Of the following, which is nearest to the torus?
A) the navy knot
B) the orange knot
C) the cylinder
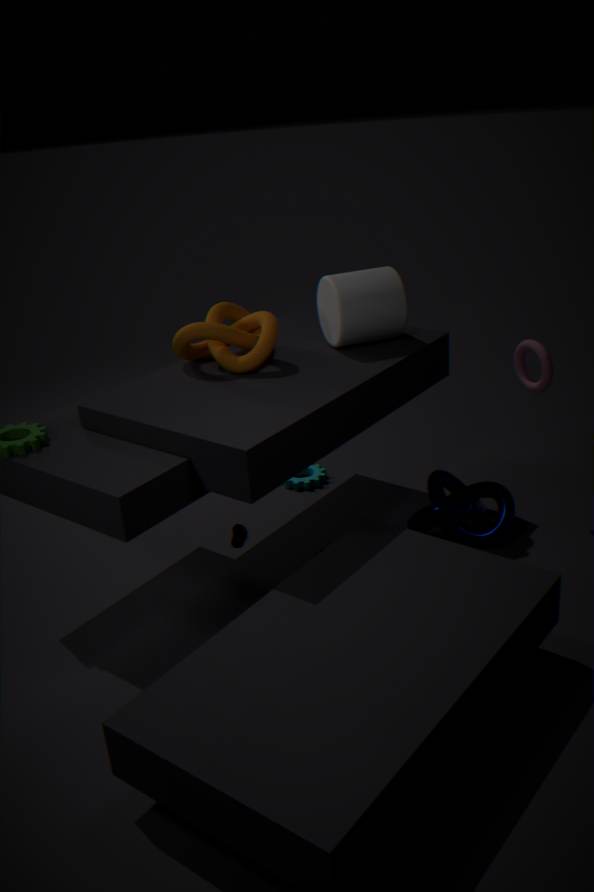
the navy knot
